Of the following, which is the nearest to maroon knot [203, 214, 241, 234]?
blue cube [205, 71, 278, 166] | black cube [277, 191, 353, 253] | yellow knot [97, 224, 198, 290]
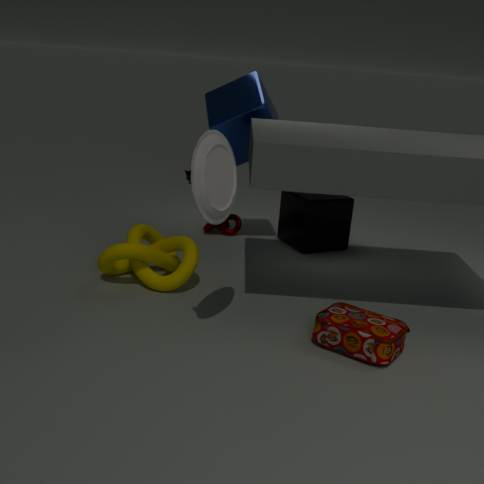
black cube [277, 191, 353, 253]
